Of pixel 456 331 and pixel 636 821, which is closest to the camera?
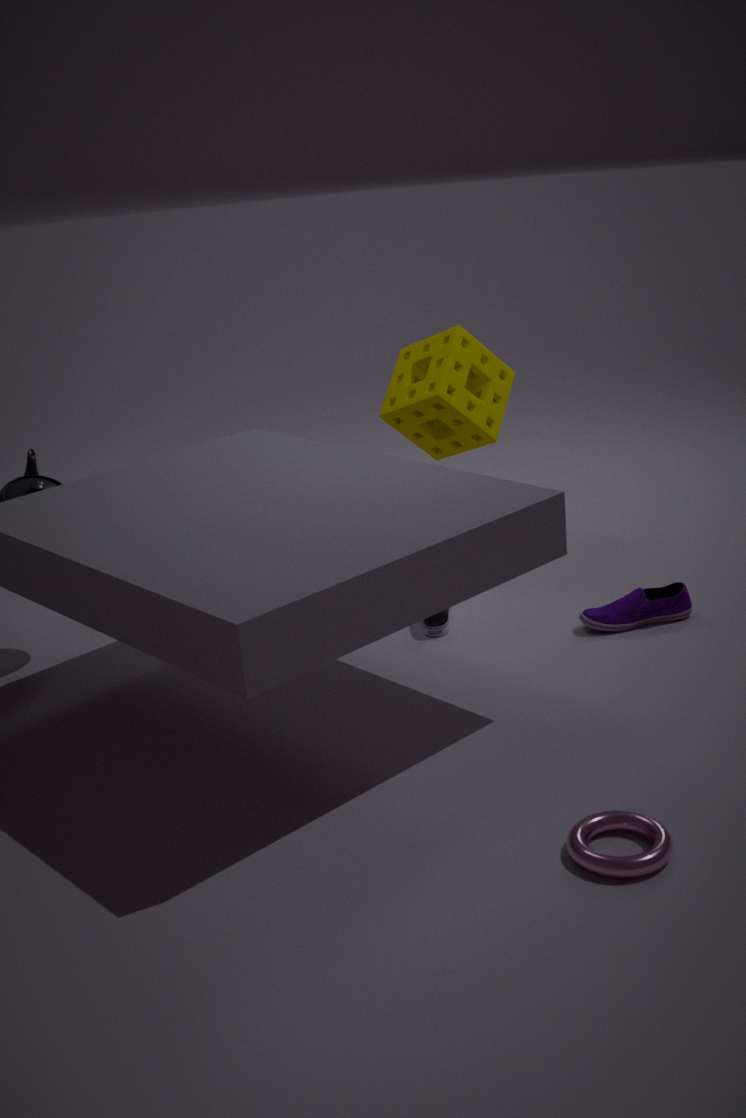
pixel 636 821
